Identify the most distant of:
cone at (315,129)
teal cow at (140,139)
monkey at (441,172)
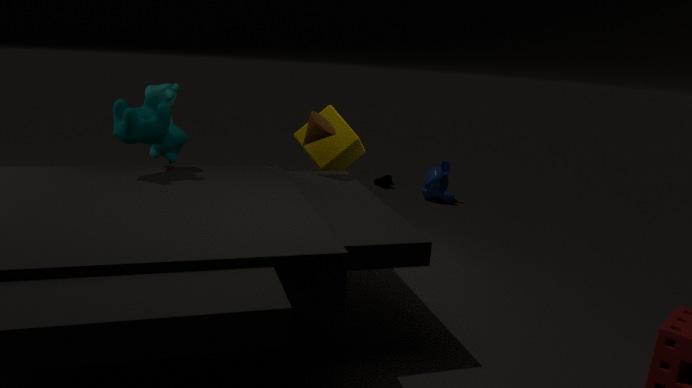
monkey at (441,172)
